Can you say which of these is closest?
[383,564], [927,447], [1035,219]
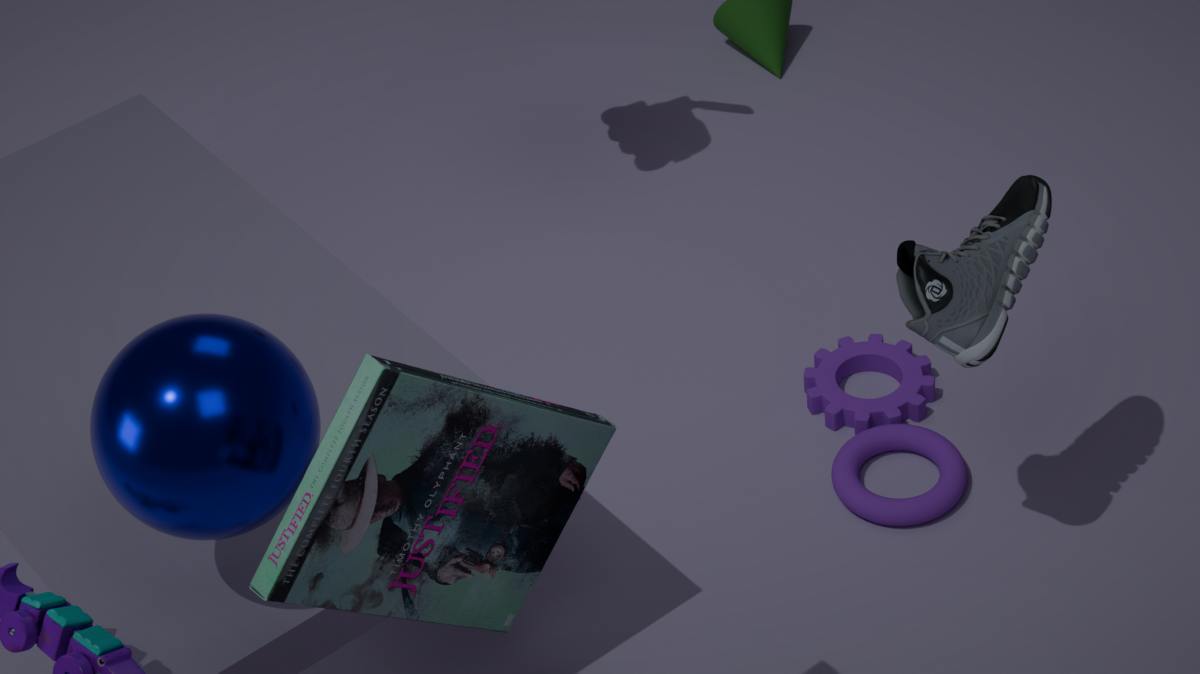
[383,564]
